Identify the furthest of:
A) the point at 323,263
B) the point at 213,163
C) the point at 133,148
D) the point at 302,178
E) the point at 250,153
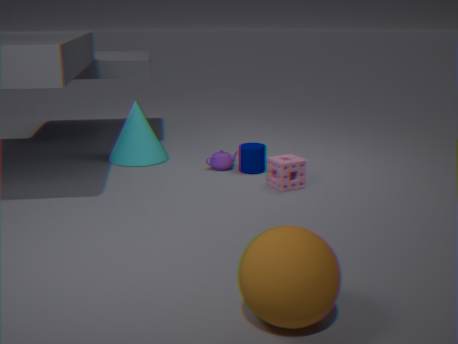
the point at 133,148
